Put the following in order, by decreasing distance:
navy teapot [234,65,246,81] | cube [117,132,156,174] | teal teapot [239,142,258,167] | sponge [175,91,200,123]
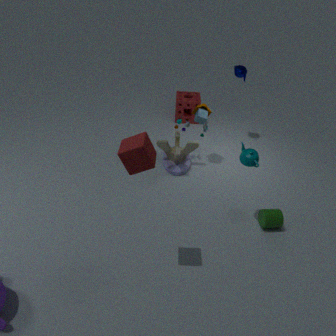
sponge [175,91,200,123] < navy teapot [234,65,246,81] < teal teapot [239,142,258,167] < cube [117,132,156,174]
